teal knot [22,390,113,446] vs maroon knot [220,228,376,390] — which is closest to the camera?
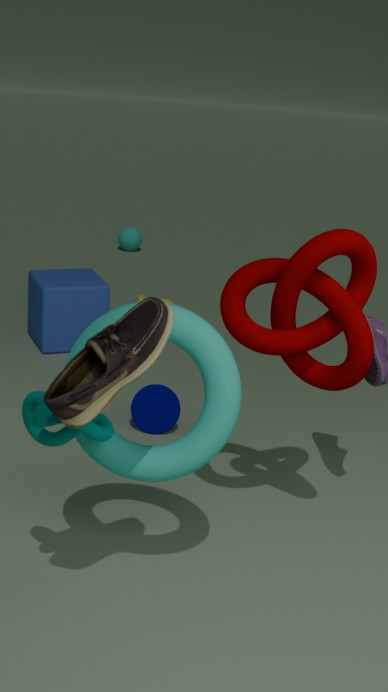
teal knot [22,390,113,446]
